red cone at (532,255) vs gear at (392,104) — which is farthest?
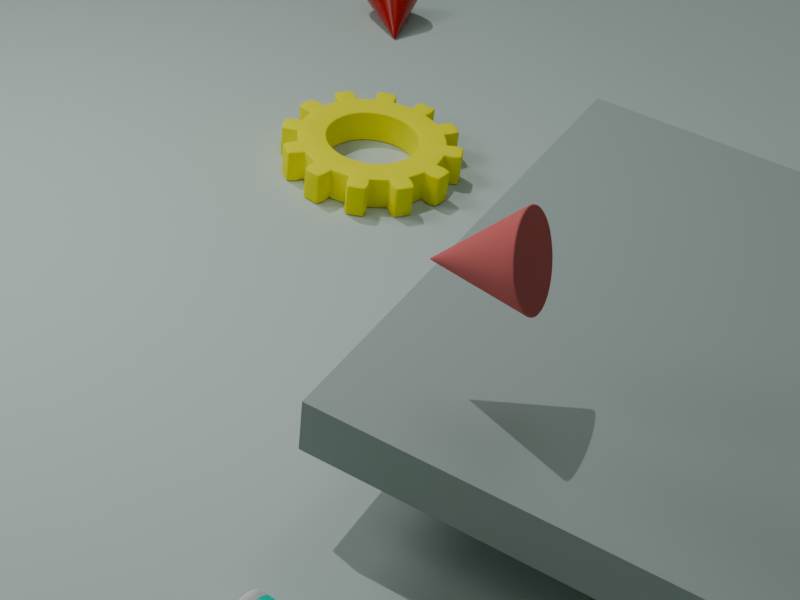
gear at (392,104)
